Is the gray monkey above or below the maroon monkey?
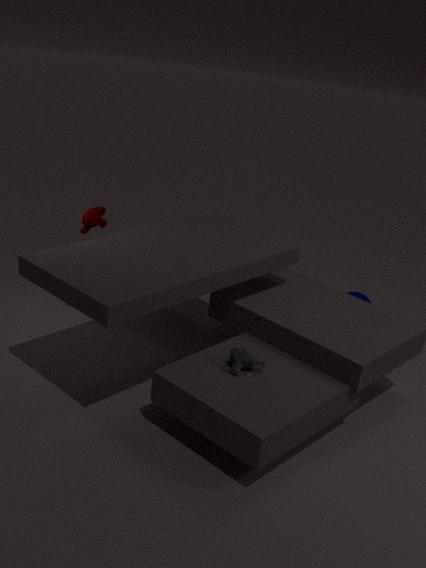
below
